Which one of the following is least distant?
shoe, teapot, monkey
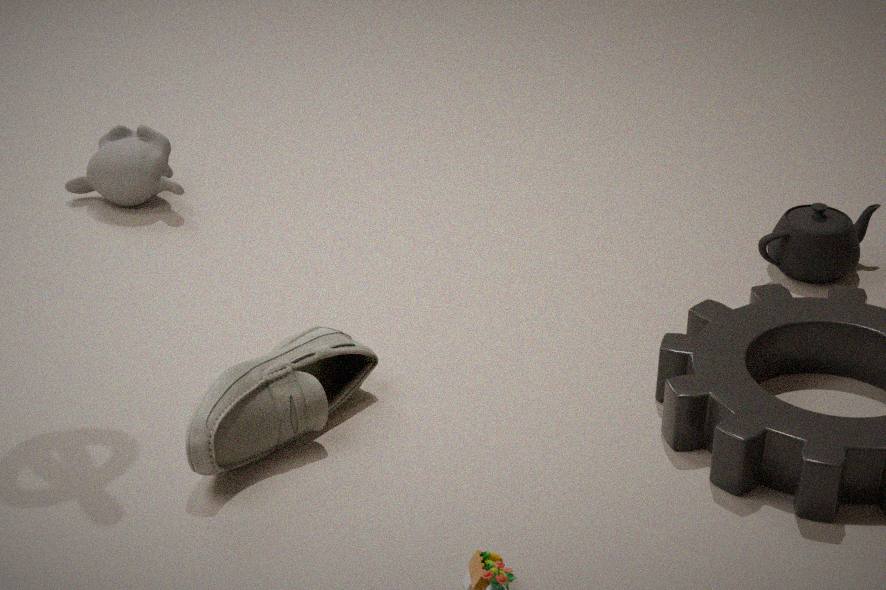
shoe
